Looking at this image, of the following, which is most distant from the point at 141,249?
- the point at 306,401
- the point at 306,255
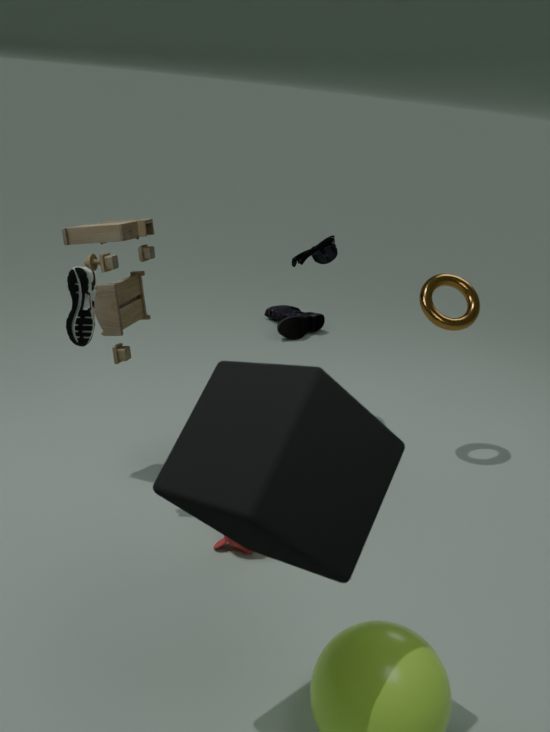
the point at 306,401
